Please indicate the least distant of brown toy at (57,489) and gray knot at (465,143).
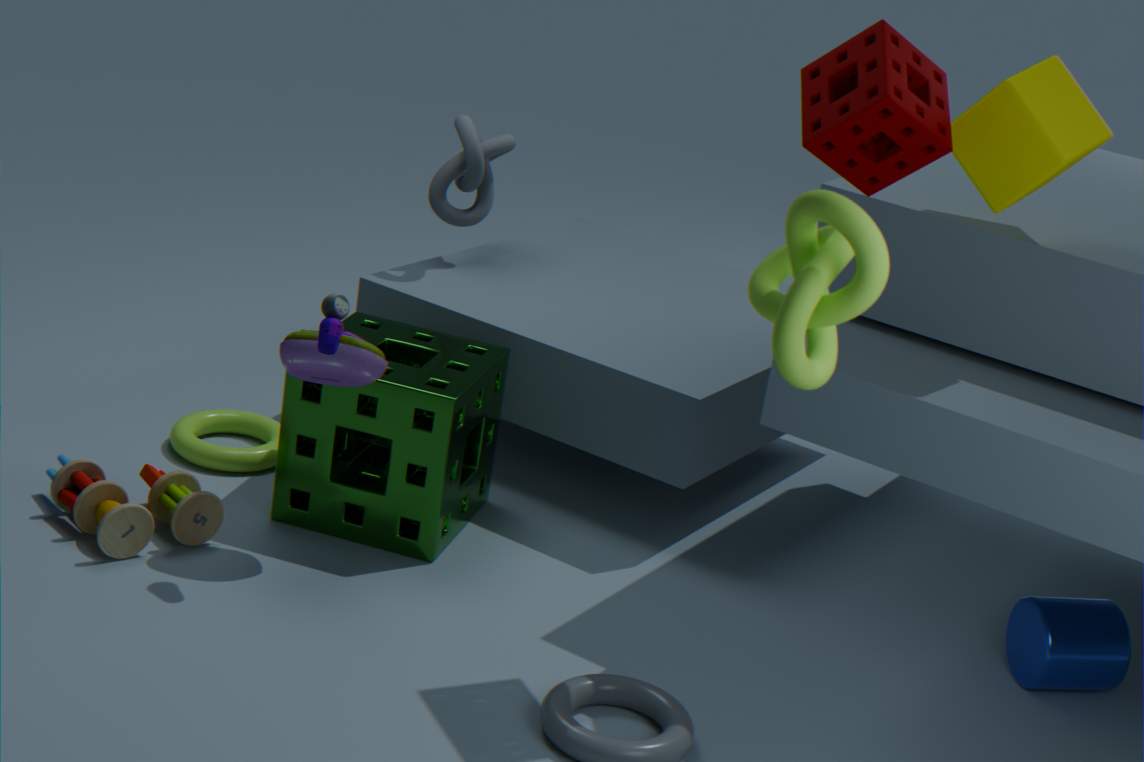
brown toy at (57,489)
